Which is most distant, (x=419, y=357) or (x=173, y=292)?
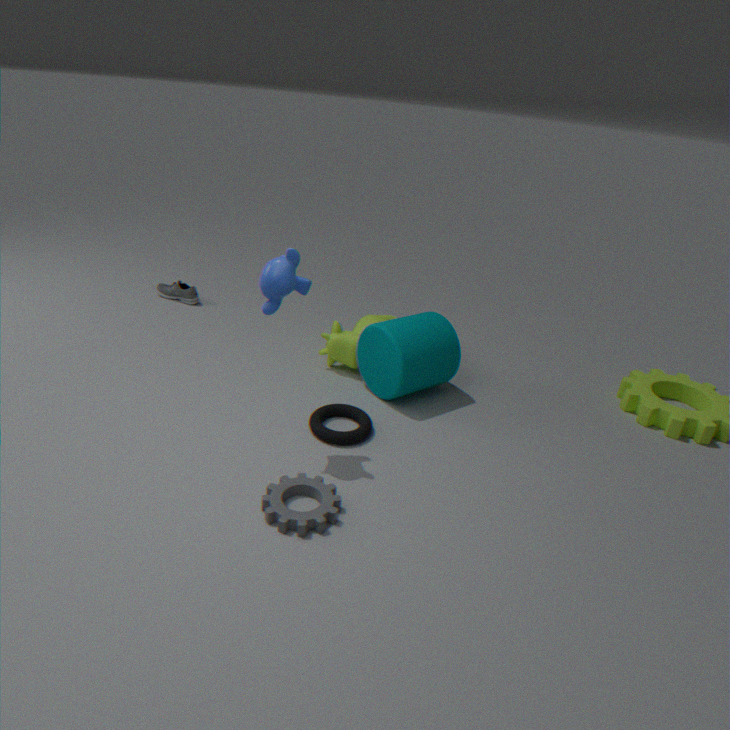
(x=173, y=292)
